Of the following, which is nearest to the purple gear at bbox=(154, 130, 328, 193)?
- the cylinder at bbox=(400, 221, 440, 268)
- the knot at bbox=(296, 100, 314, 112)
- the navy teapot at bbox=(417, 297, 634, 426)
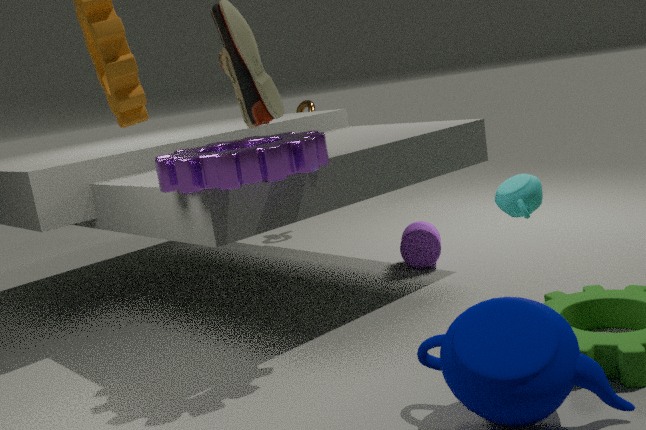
the navy teapot at bbox=(417, 297, 634, 426)
